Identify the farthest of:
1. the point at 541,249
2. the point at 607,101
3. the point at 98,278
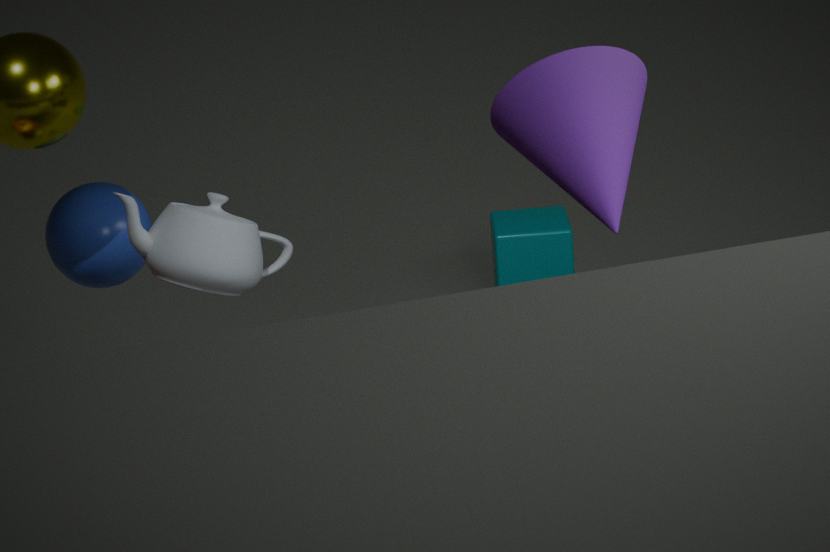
the point at 541,249
